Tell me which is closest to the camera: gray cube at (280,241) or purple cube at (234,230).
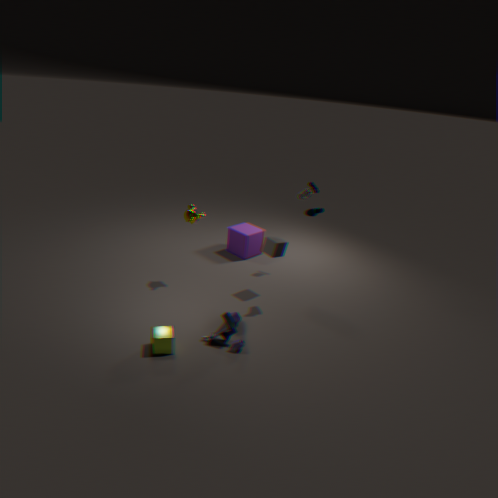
gray cube at (280,241)
